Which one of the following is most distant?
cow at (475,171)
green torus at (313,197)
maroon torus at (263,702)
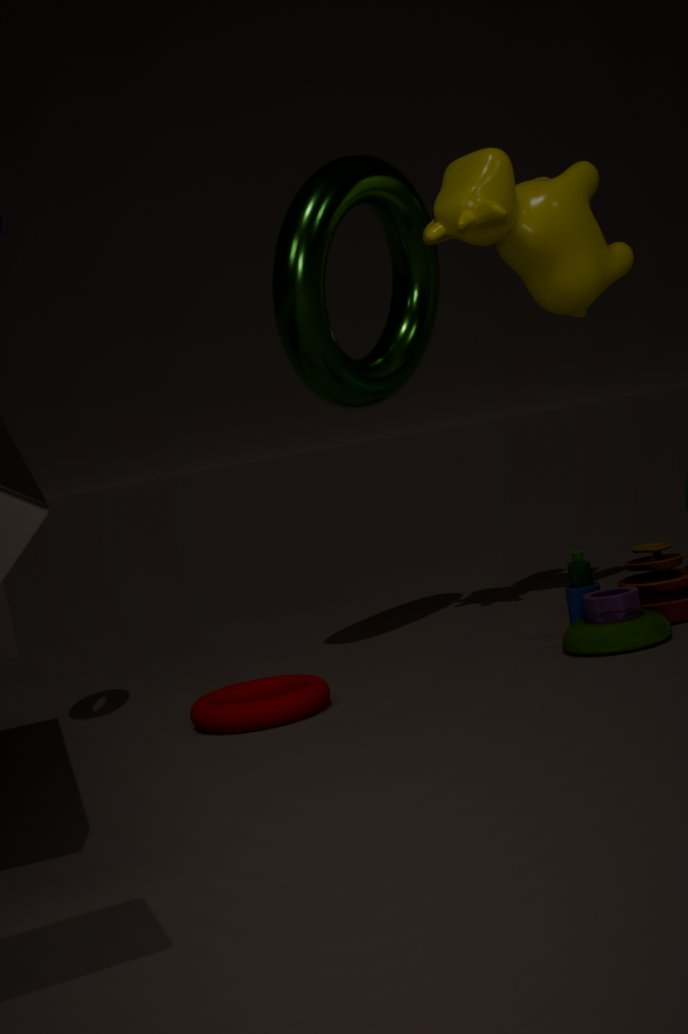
cow at (475,171)
